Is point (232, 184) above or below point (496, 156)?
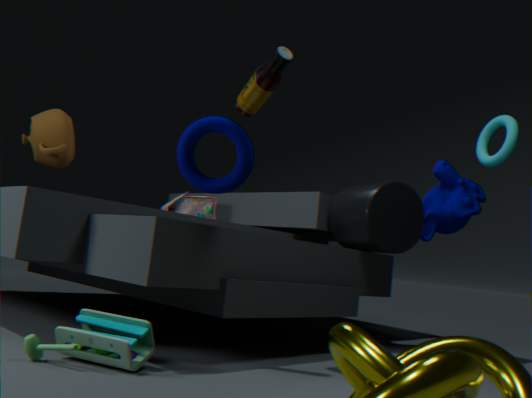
below
